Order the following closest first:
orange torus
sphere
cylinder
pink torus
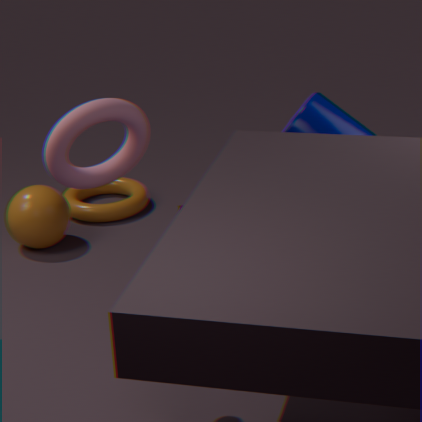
cylinder < pink torus < sphere < orange torus
